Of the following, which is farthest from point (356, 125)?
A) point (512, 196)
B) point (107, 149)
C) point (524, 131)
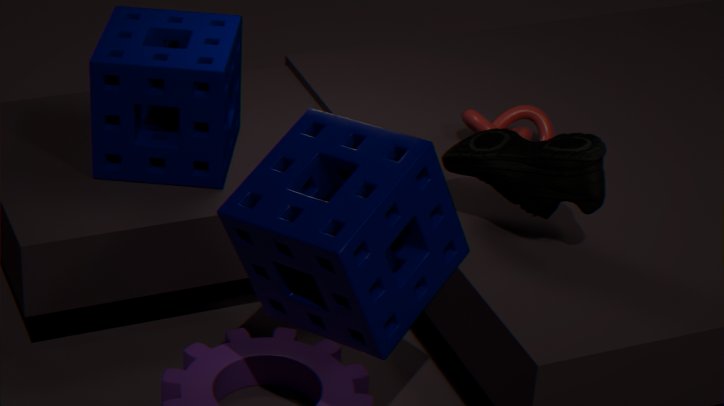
point (524, 131)
